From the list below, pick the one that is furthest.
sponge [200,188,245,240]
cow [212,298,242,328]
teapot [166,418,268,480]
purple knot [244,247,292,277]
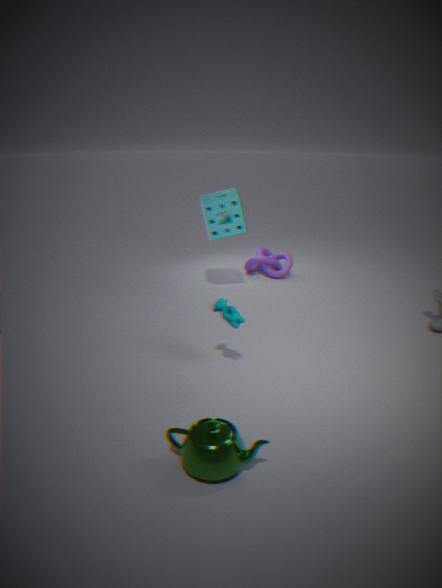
purple knot [244,247,292,277]
